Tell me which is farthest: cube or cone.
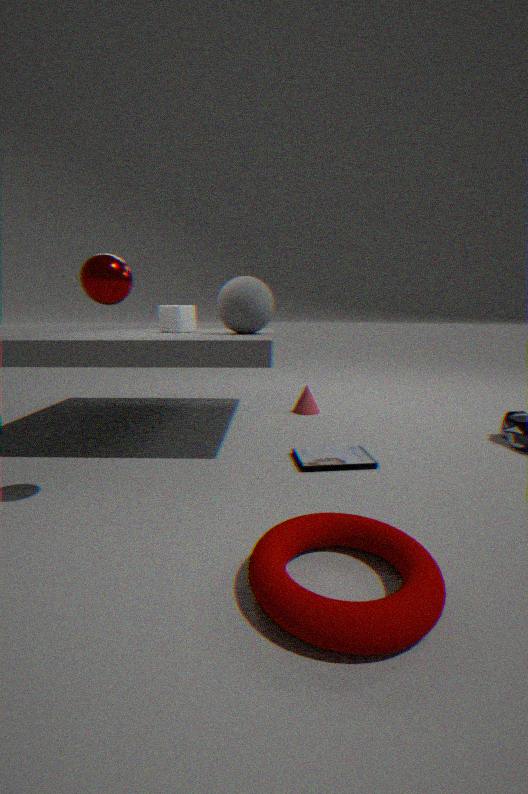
cone
